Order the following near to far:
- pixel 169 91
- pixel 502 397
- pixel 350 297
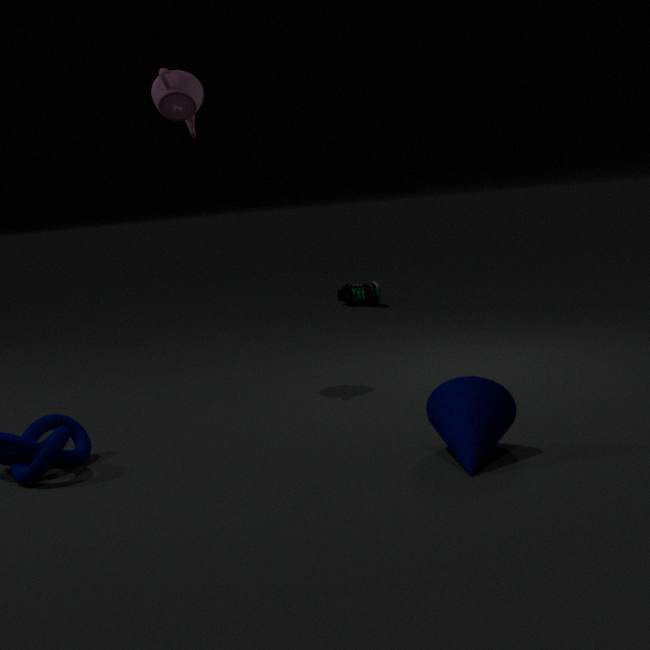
pixel 502 397 → pixel 169 91 → pixel 350 297
